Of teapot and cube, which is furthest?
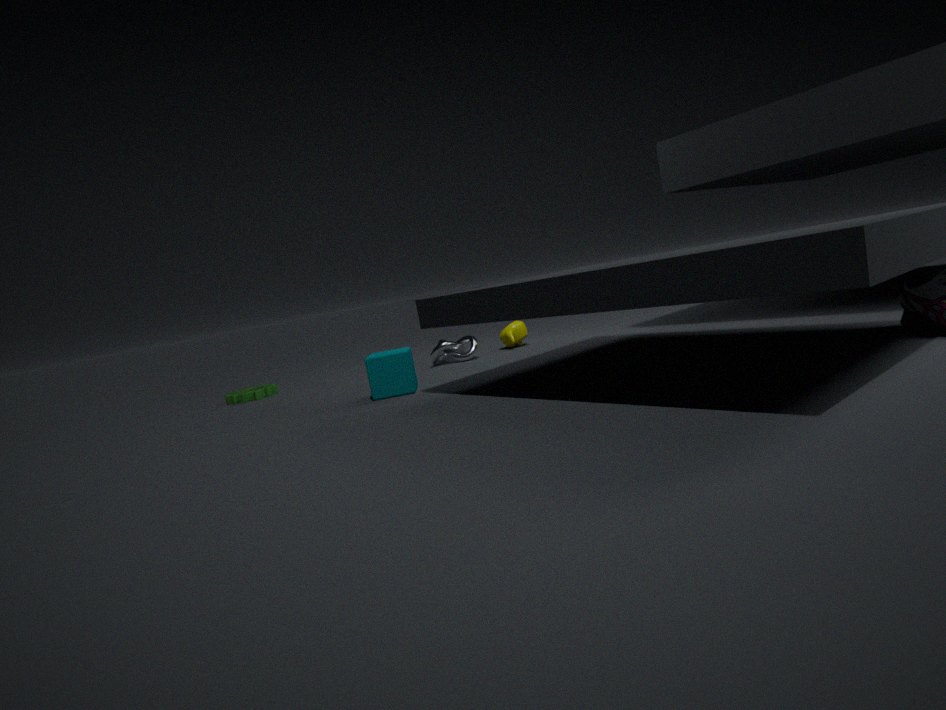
teapot
